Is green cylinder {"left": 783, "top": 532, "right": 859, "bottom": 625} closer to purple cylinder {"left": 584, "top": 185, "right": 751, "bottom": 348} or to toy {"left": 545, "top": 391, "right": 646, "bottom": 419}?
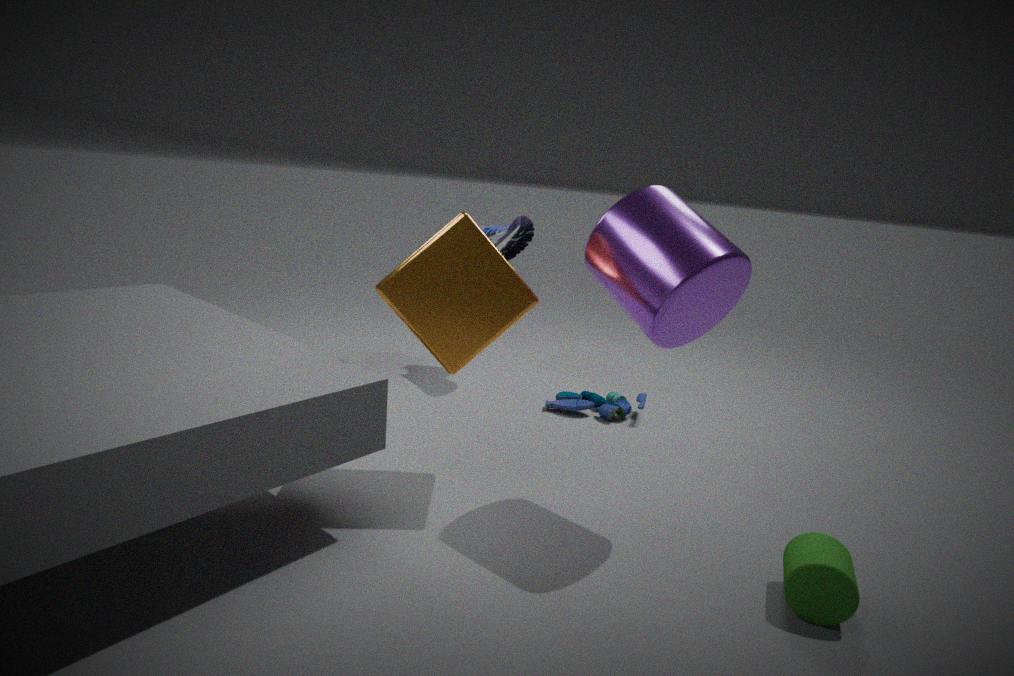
purple cylinder {"left": 584, "top": 185, "right": 751, "bottom": 348}
